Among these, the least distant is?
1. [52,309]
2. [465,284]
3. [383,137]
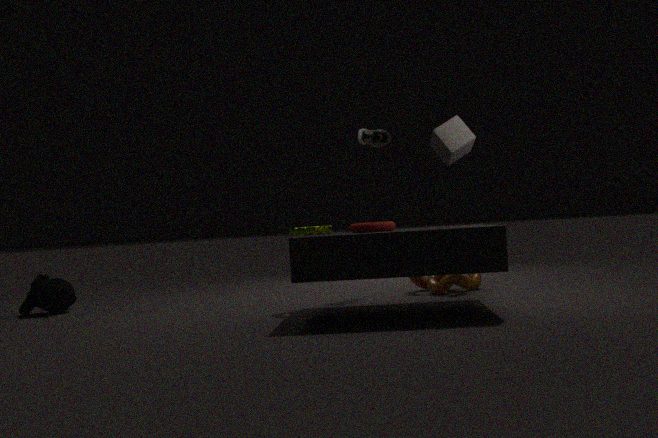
[465,284]
